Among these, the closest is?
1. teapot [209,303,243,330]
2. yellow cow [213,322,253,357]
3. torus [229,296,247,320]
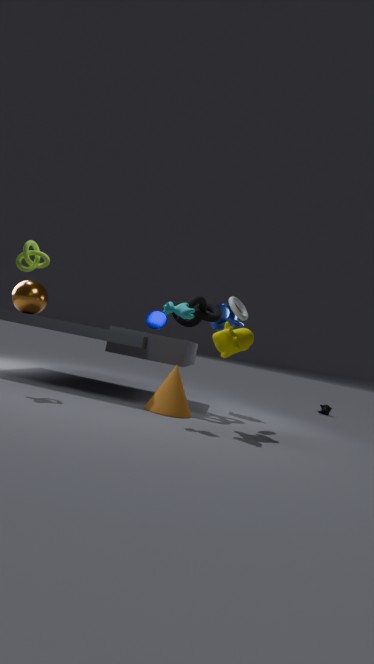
yellow cow [213,322,253,357]
